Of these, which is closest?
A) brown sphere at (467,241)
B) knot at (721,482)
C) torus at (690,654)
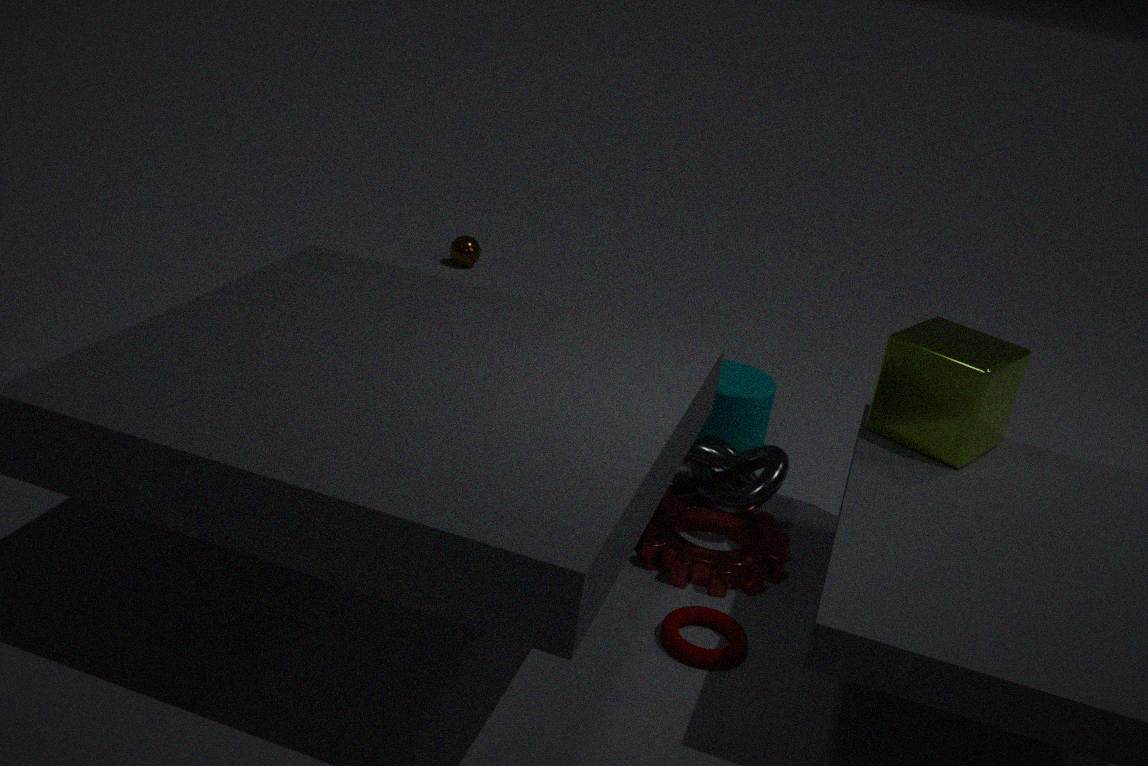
torus at (690,654)
